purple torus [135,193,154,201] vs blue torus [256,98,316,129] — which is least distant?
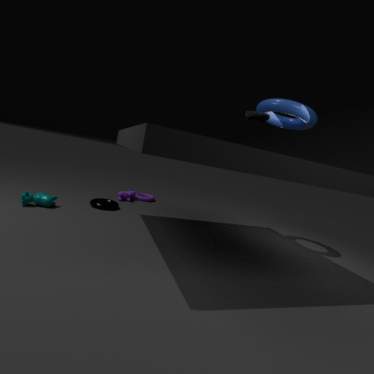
blue torus [256,98,316,129]
